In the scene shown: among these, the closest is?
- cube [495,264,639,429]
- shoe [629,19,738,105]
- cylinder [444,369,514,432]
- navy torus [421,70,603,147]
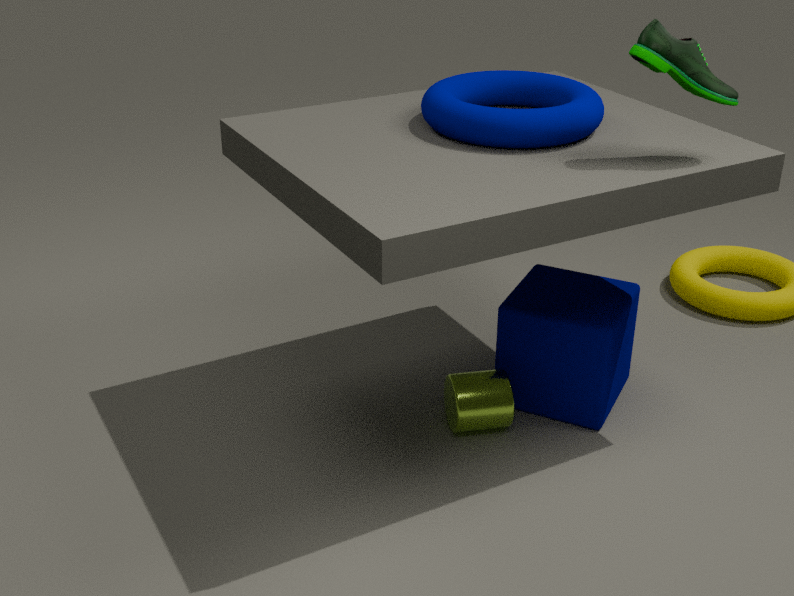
shoe [629,19,738,105]
